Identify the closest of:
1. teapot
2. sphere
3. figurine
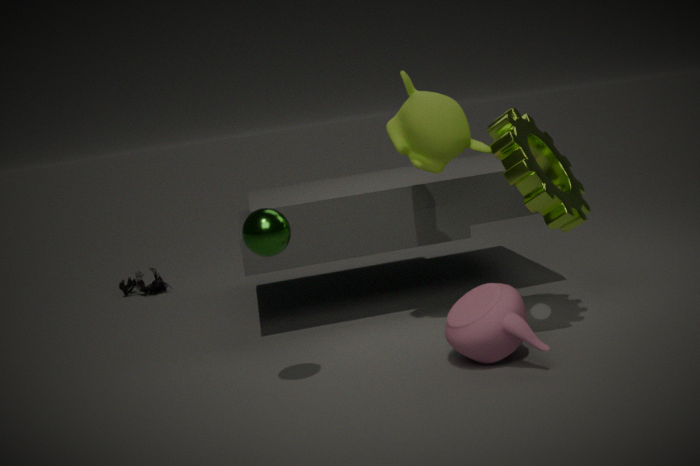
sphere
